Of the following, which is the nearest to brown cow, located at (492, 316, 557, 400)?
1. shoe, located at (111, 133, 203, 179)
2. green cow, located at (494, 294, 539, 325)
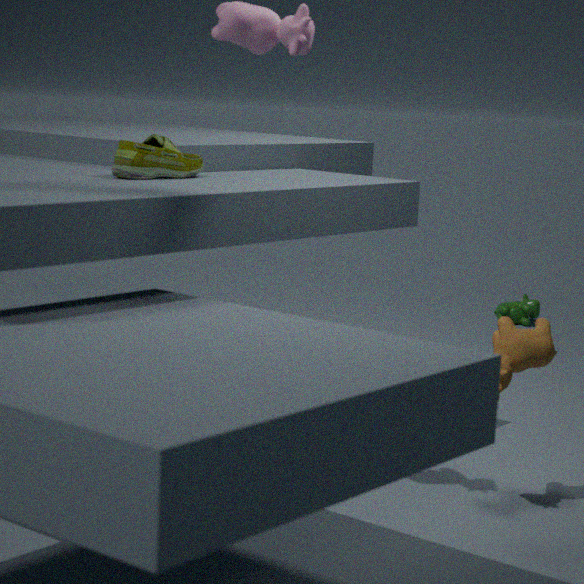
shoe, located at (111, 133, 203, 179)
